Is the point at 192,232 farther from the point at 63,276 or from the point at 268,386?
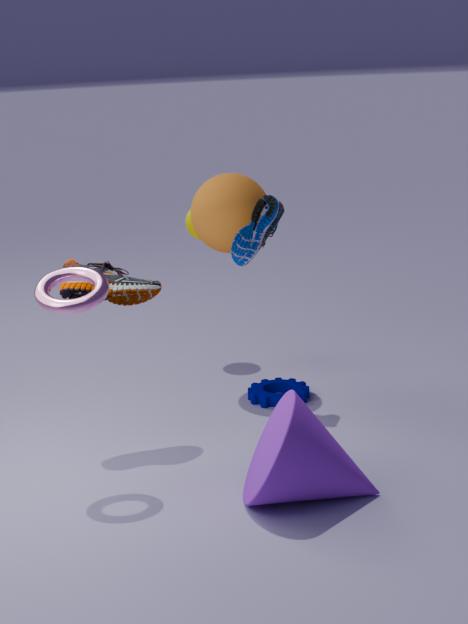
the point at 63,276
